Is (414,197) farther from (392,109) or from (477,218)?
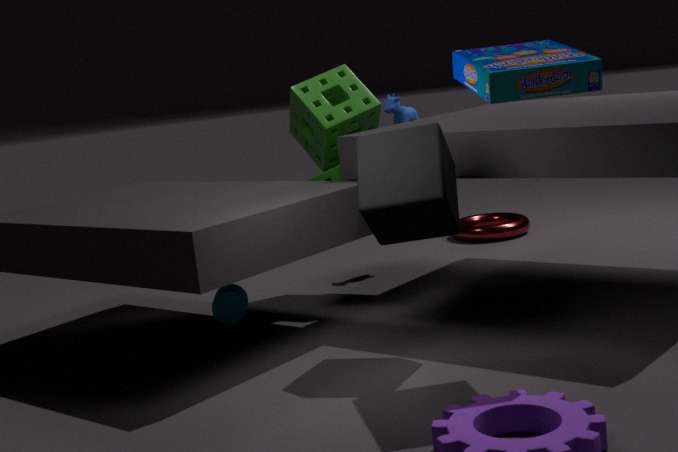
(477,218)
